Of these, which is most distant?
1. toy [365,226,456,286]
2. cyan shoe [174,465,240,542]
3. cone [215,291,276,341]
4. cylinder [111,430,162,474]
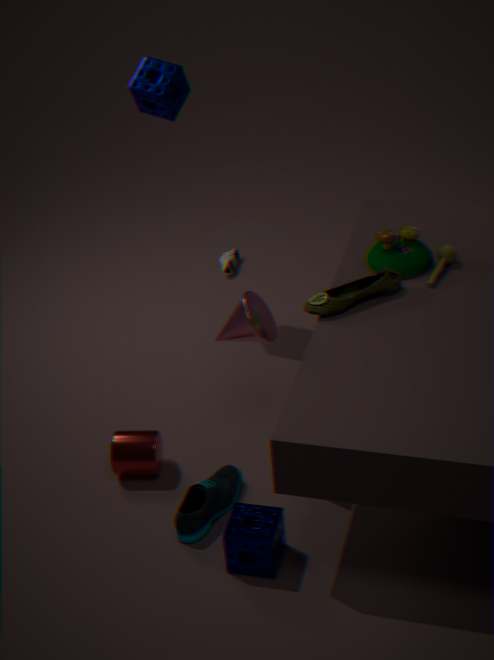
toy [365,226,456,286]
